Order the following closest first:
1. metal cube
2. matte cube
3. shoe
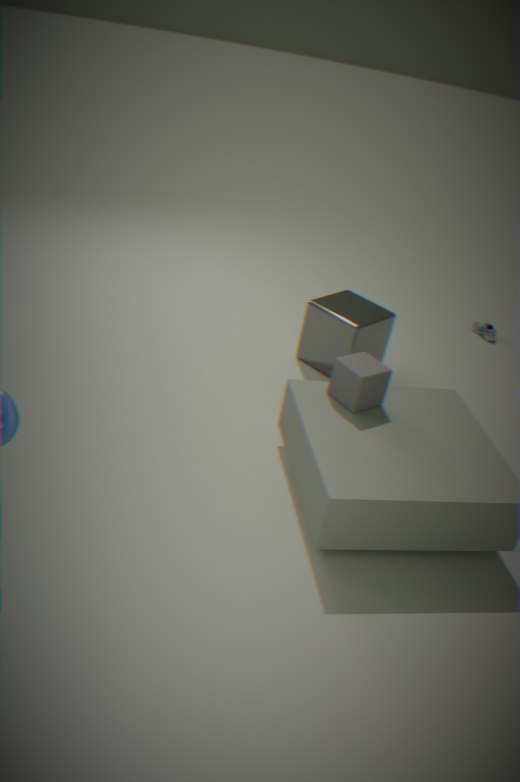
1. matte cube
2. metal cube
3. shoe
